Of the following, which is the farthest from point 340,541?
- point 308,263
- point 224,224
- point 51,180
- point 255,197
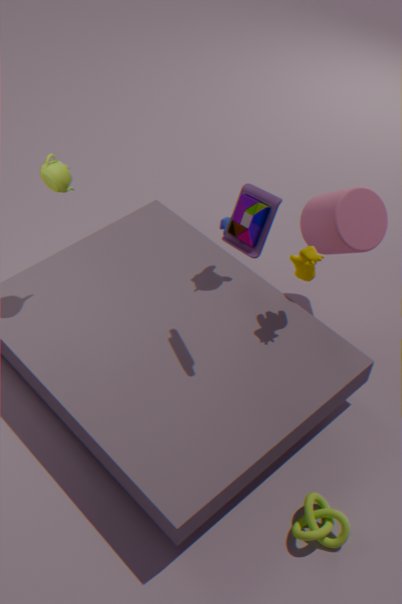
point 51,180
